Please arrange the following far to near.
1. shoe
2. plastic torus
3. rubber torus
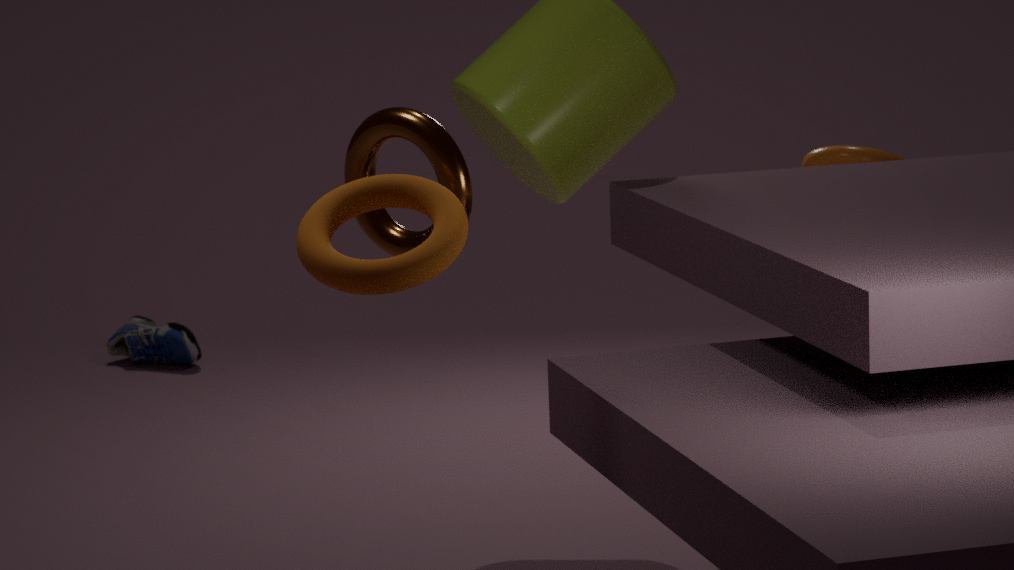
shoe → plastic torus → rubber torus
